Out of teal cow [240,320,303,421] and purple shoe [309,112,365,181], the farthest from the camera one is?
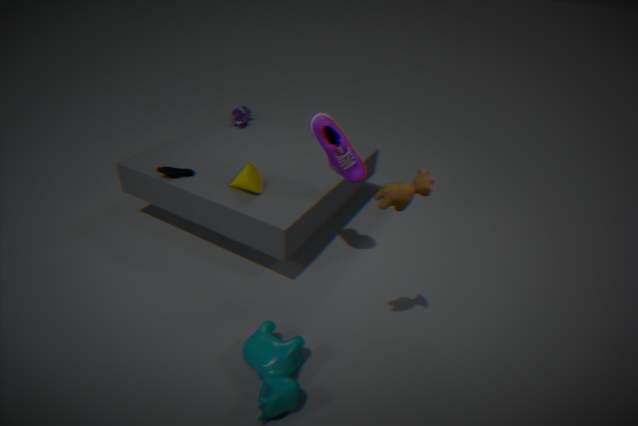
purple shoe [309,112,365,181]
